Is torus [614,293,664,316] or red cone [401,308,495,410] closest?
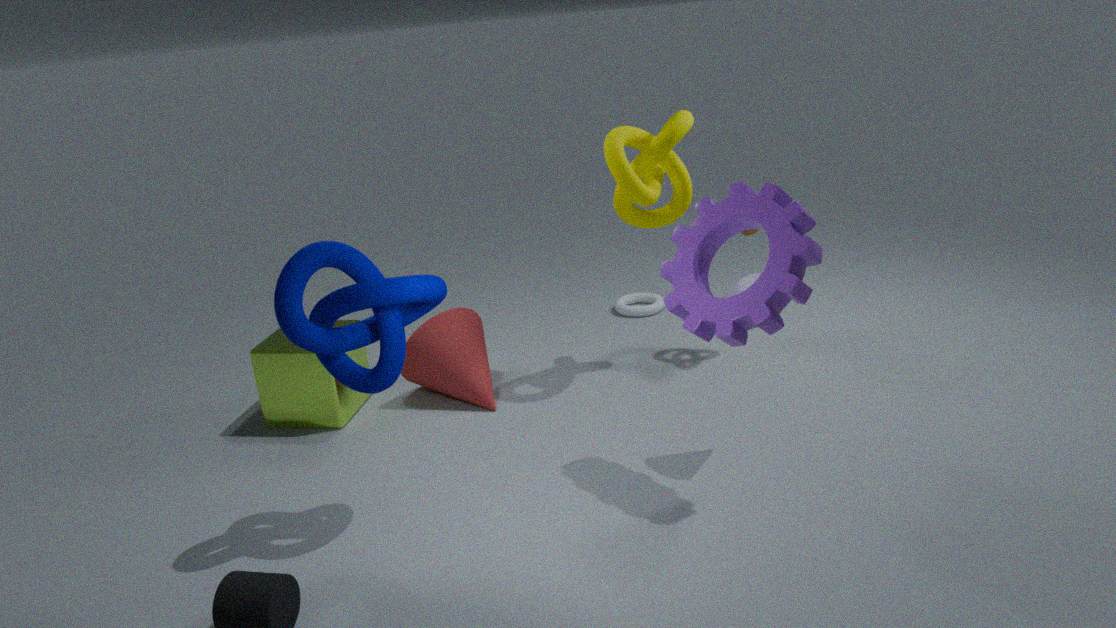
red cone [401,308,495,410]
